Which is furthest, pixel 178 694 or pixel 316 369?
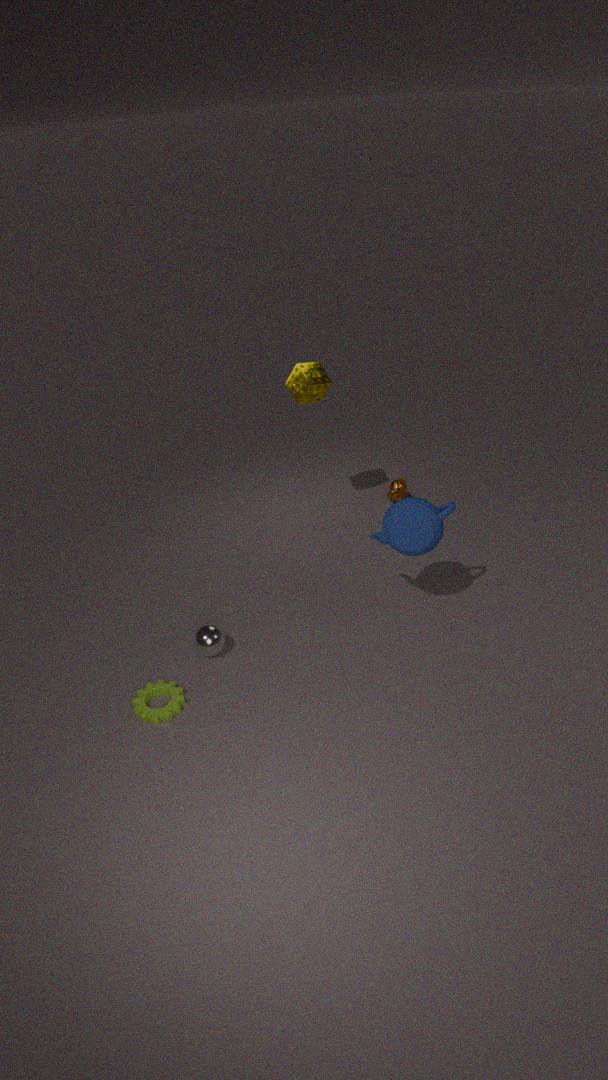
pixel 316 369
